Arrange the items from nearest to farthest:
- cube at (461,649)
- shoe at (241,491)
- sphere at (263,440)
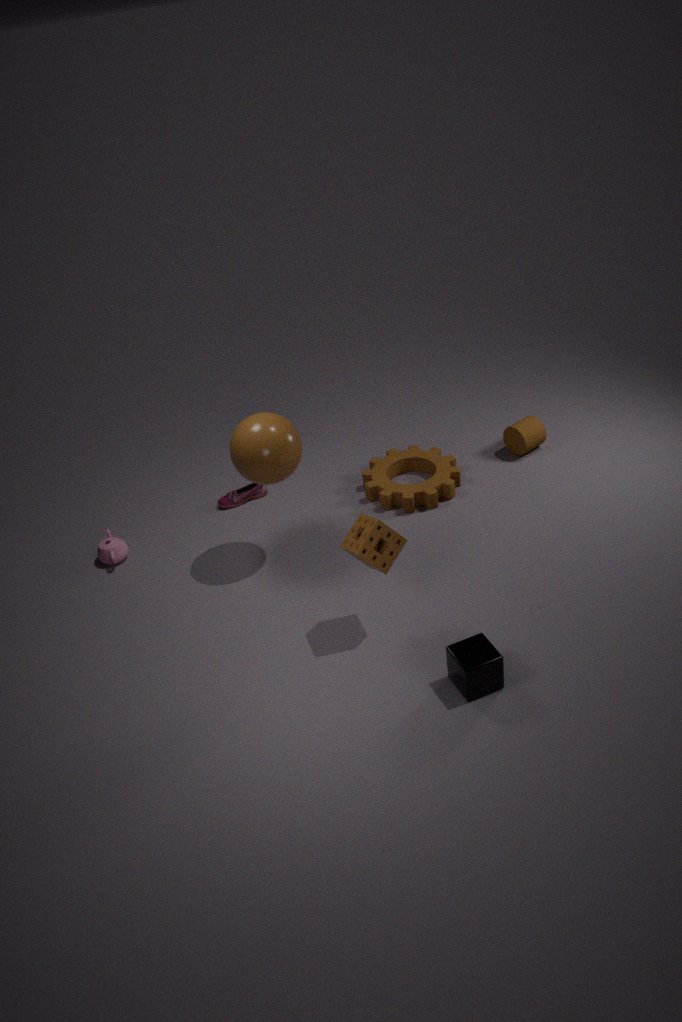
cube at (461,649) → sphere at (263,440) → shoe at (241,491)
